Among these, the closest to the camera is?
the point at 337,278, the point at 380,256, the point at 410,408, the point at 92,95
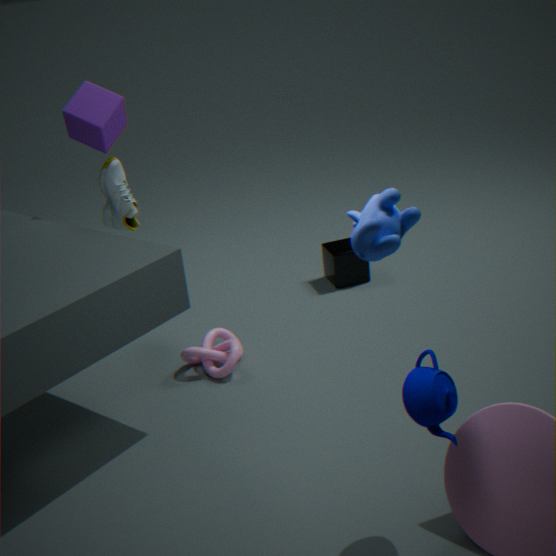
the point at 380,256
